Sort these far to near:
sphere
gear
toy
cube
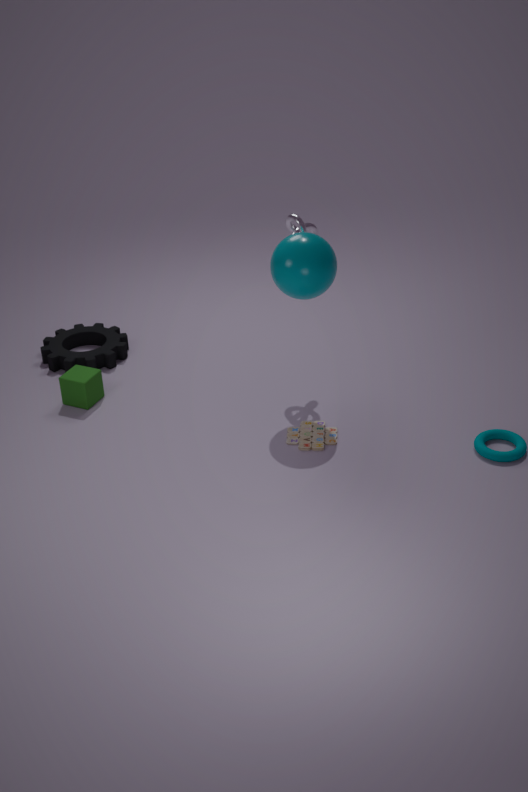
gear → cube → toy → sphere
